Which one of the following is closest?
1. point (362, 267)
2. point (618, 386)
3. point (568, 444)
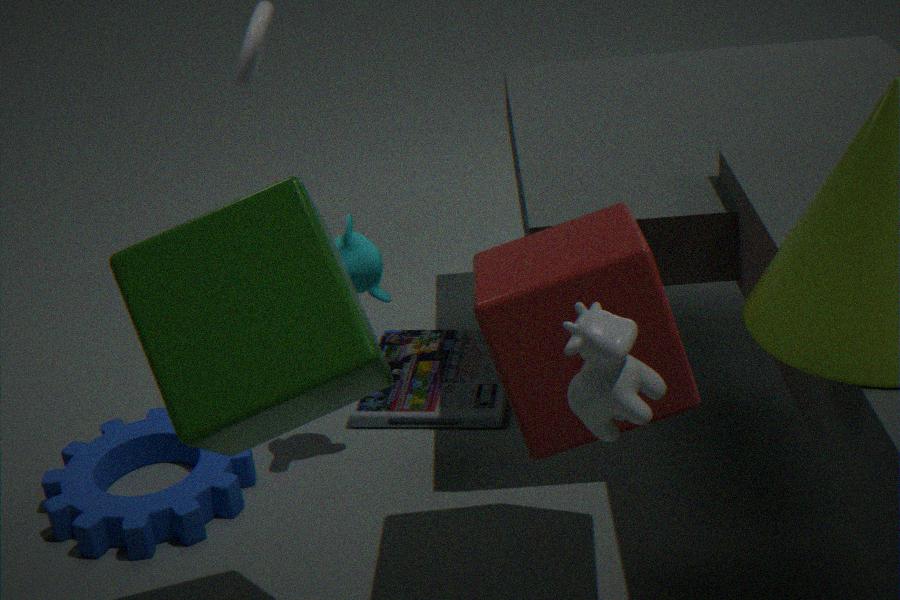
point (618, 386)
